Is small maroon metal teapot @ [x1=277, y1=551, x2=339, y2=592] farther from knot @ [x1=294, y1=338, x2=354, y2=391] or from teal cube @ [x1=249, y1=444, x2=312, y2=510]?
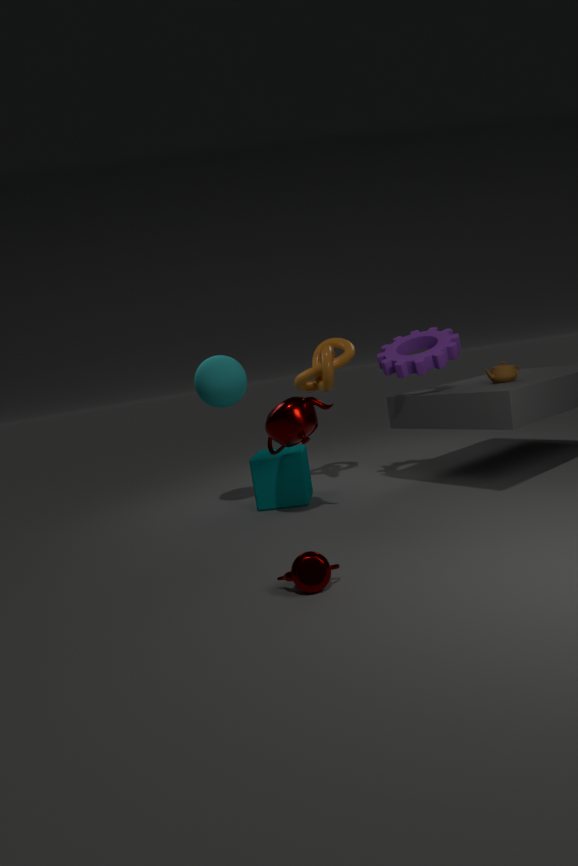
knot @ [x1=294, y1=338, x2=354, y2=391]
